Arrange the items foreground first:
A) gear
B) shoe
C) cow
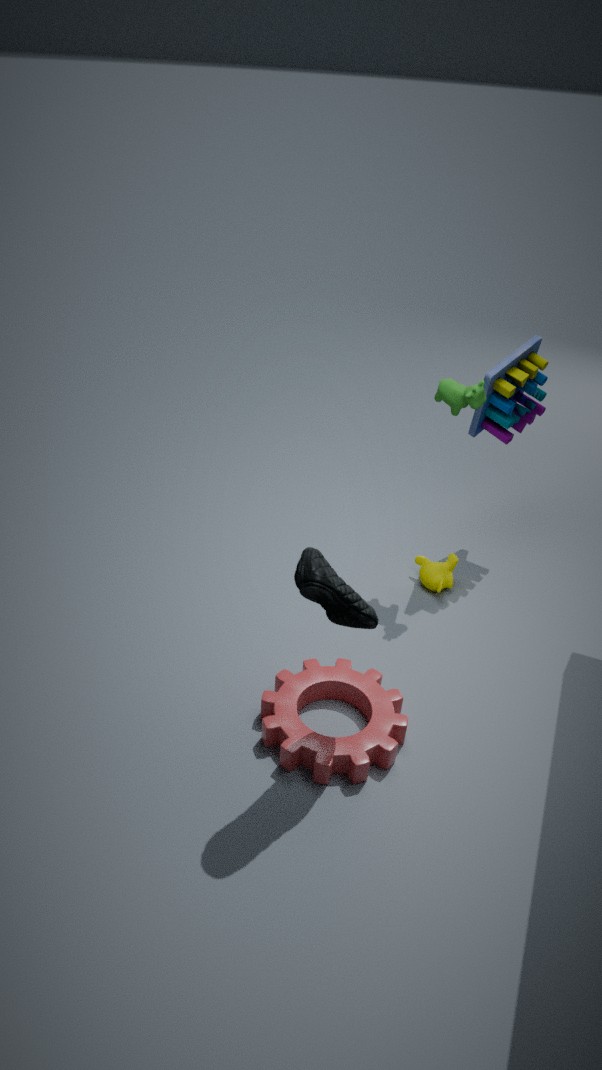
shoe < gear < cow
